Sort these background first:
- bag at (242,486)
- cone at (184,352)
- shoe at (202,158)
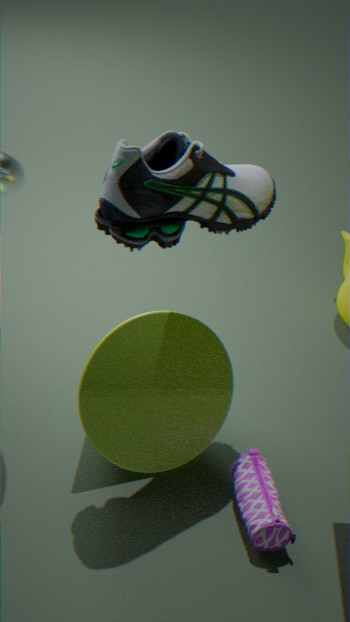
cone at (184,352)
bag at (242,486)
shoe at (202,158)
